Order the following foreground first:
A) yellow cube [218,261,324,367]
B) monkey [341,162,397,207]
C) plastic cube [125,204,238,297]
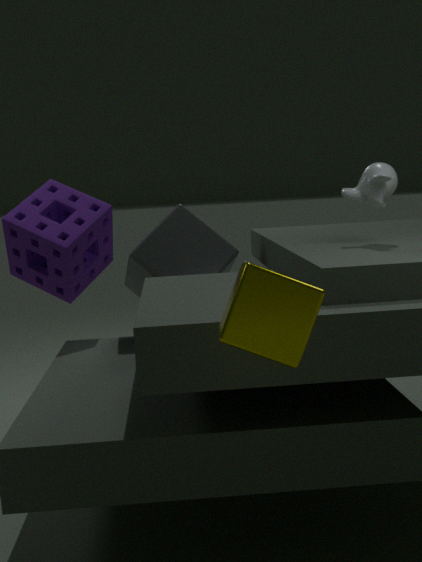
yellow cube [218,261,324,367] < monkey [341,162,397,207] < plastic cube [125,204,238,297]
